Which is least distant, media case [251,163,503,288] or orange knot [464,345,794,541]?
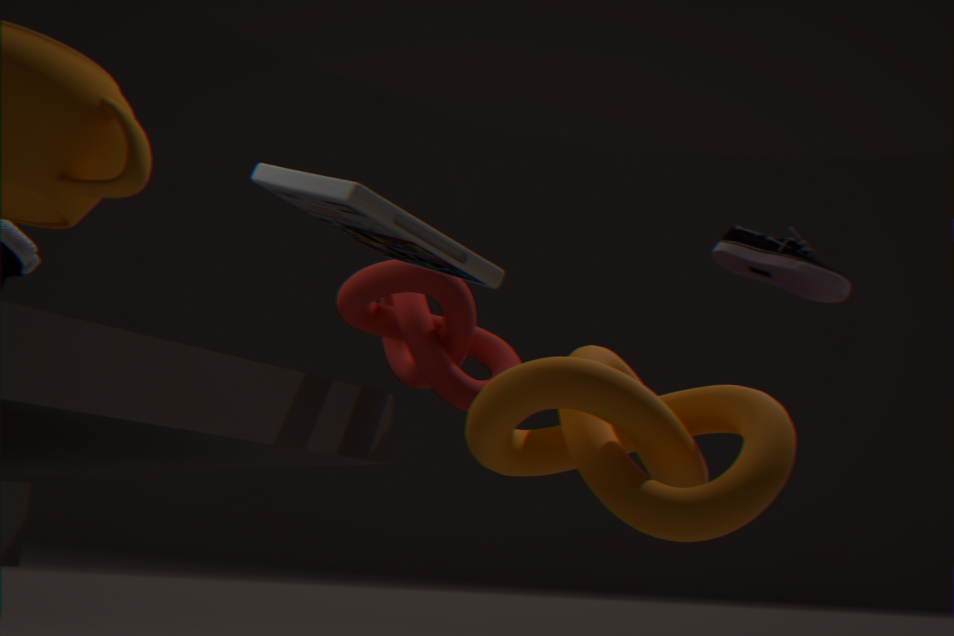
orange knot [464,345,794,541]
